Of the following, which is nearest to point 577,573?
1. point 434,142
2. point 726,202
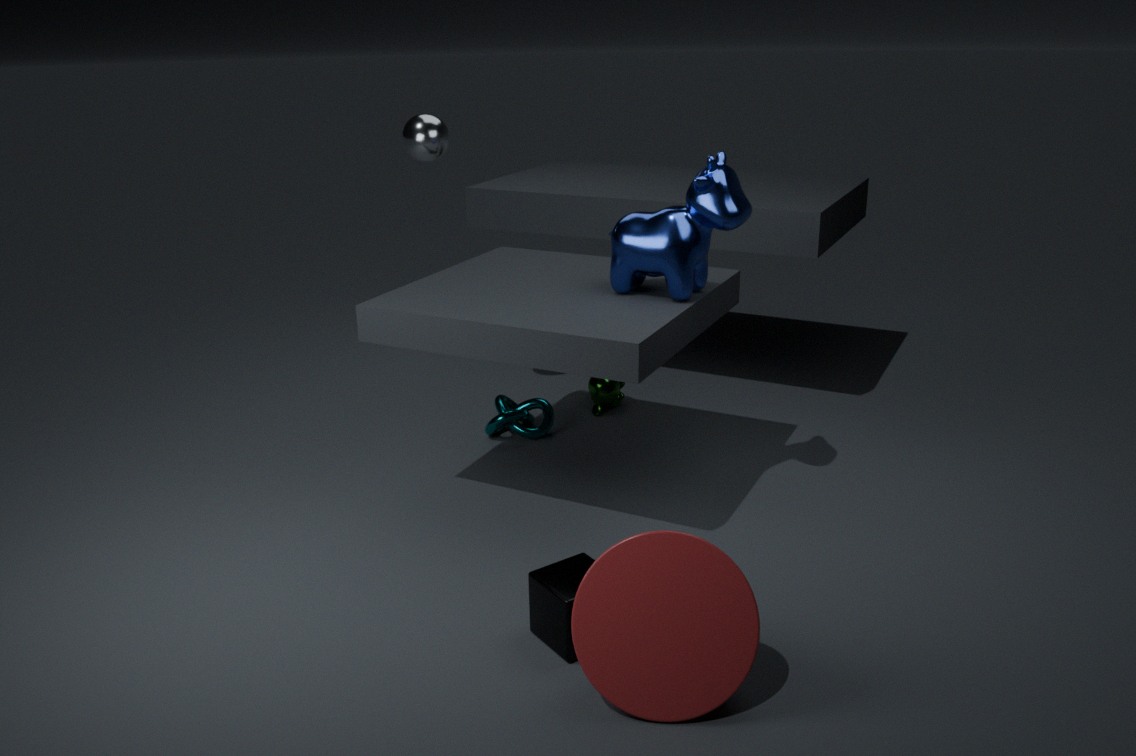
point 726,202
